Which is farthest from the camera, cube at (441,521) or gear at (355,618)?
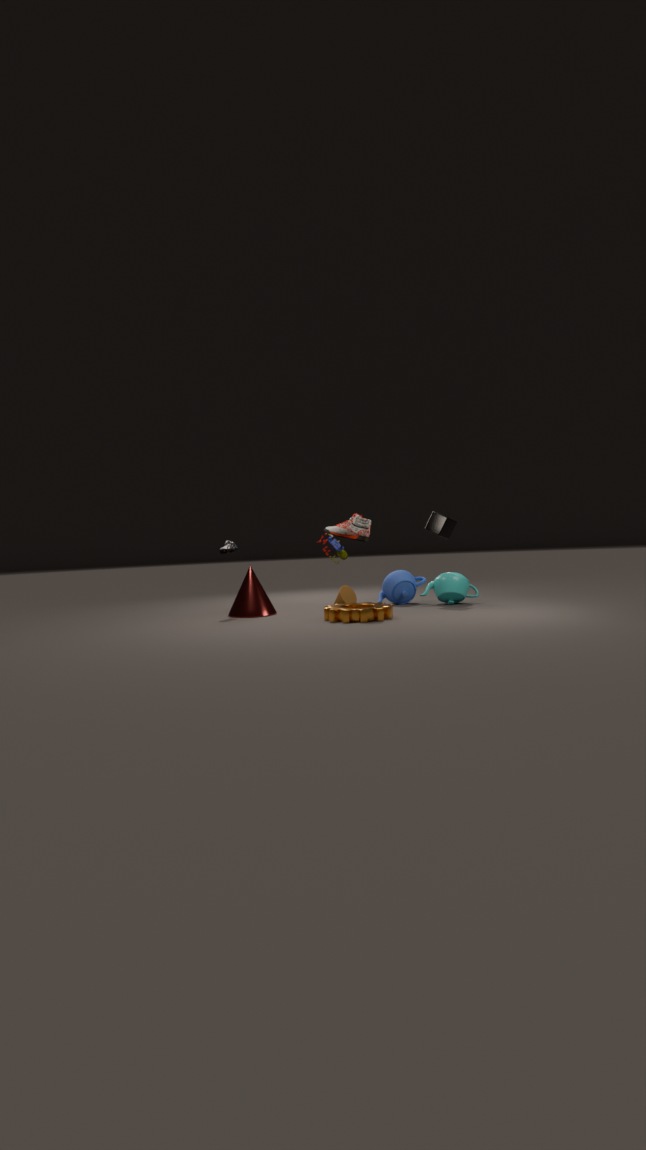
cube at (441,521)
